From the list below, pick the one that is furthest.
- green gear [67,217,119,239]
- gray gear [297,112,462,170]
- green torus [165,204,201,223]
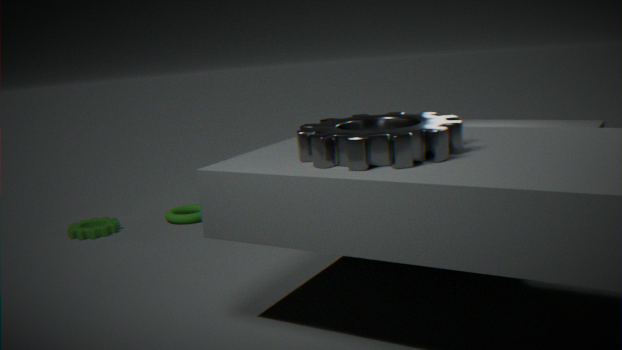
green torus [165,204,201,223]
